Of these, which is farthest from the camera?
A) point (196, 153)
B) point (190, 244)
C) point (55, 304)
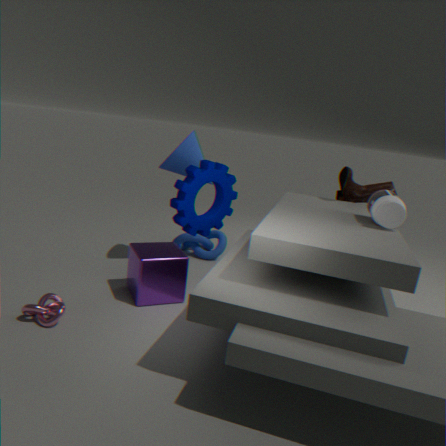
point (190, 244)
